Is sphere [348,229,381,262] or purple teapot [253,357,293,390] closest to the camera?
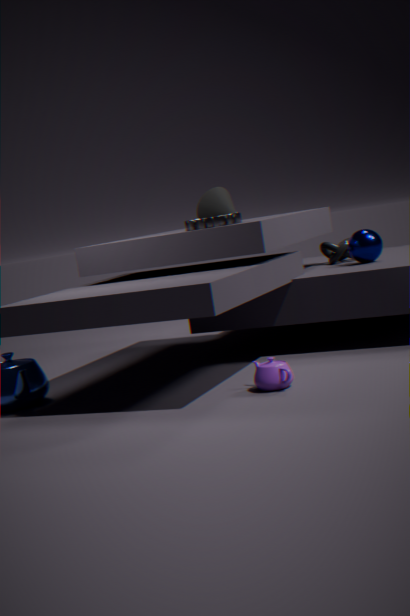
purple teapot [253,357,293,390]
